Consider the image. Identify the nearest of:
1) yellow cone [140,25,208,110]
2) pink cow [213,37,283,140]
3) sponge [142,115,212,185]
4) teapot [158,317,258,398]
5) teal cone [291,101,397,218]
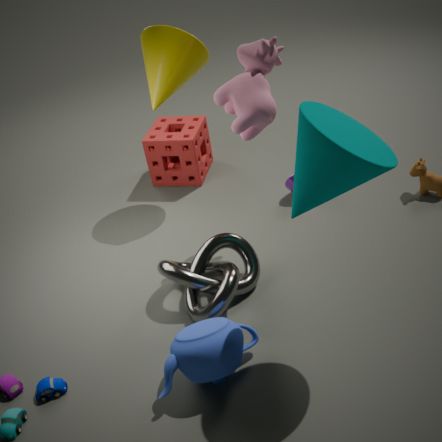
5. teal cone [291,101,397,218]
